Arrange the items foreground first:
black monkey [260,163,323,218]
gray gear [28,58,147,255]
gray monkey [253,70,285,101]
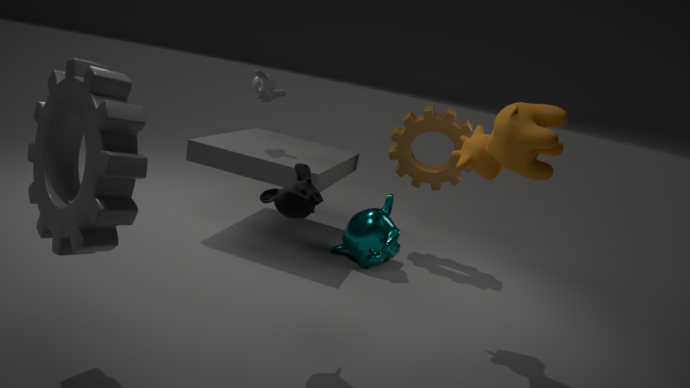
gray gear [28,58,147,255] → black monkey [260,163,323,218] → gray monkey [253,70,285,101]
